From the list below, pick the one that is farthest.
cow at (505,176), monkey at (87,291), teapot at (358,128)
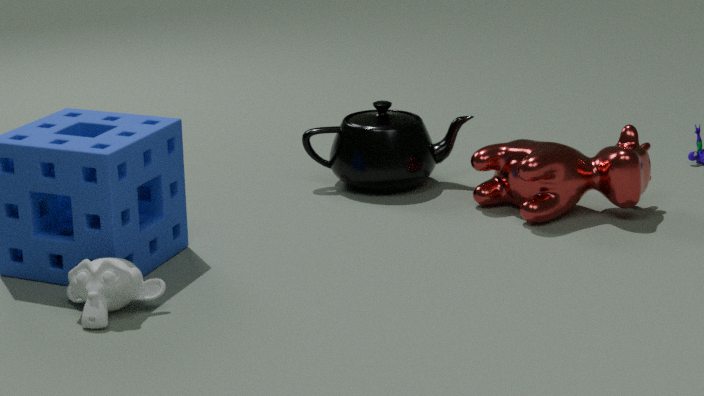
teapot at (358,128)
